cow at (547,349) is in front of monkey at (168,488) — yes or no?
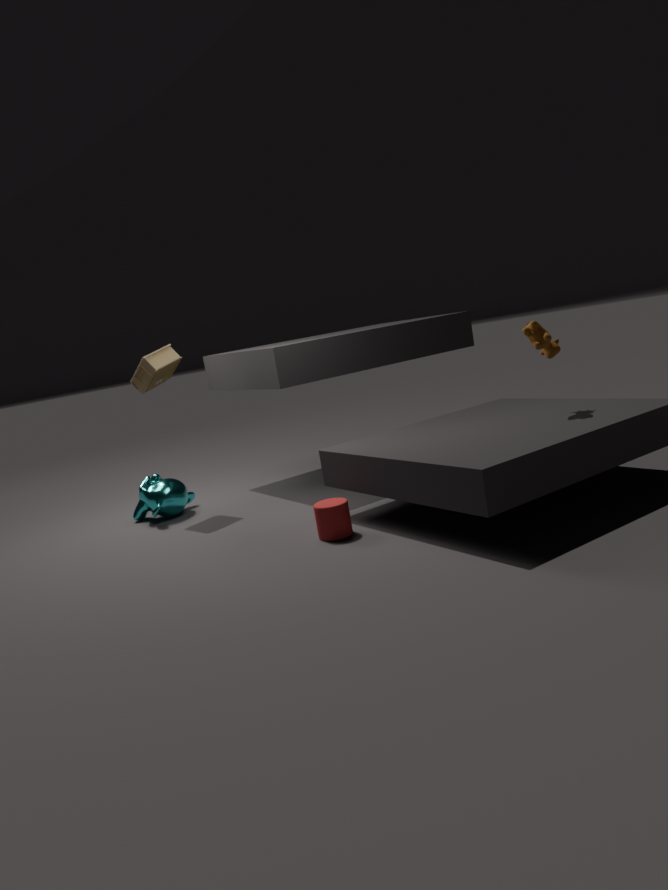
Yes
